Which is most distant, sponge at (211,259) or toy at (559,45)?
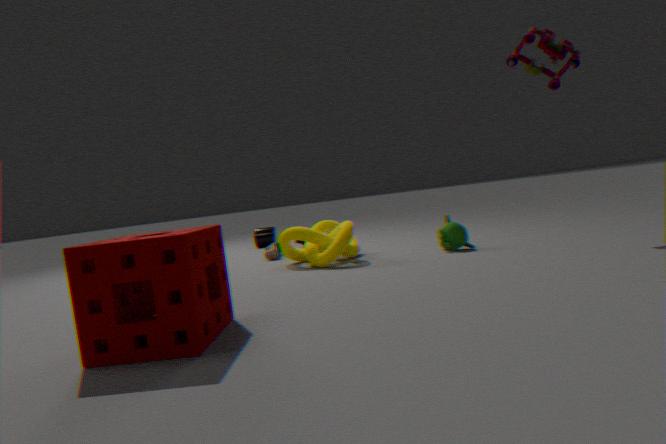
toy at (559,45)
